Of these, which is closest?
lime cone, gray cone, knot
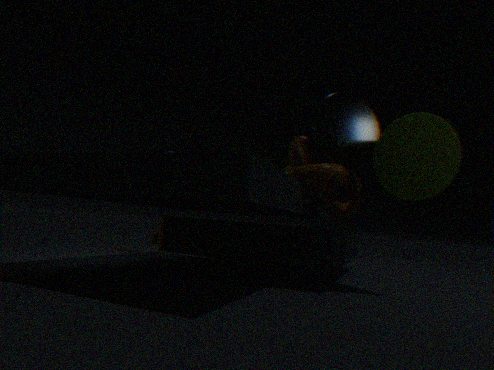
lime cone
